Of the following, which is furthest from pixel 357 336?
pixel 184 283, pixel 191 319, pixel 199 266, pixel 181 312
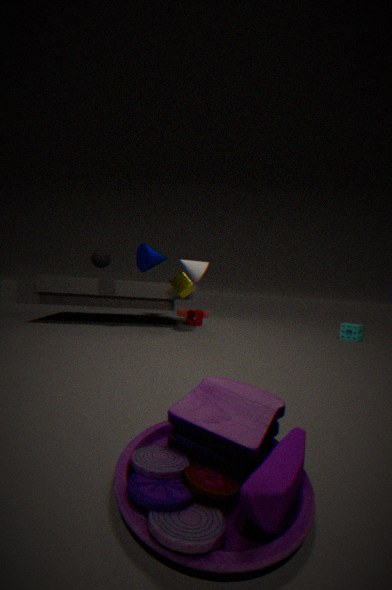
pixel 199 266
